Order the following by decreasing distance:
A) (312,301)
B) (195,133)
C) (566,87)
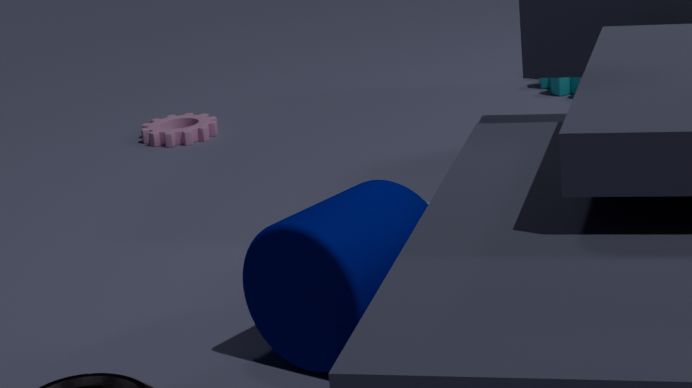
(566,87), (195,133), (312,301)
